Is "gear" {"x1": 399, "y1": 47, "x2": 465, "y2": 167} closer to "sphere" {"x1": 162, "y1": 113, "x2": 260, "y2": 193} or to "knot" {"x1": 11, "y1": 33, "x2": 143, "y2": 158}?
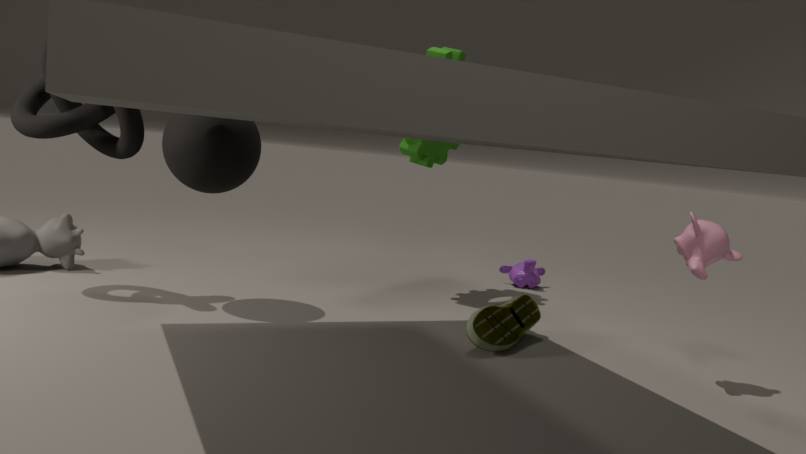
"sphere" {"x1": 162, "y1": 113, "x2": 260, "y2": 193}
